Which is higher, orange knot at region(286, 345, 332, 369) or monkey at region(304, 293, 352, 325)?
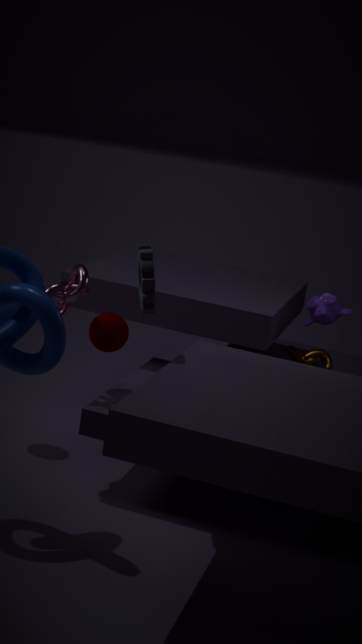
monkey at region(304, 293, 352, 325)
